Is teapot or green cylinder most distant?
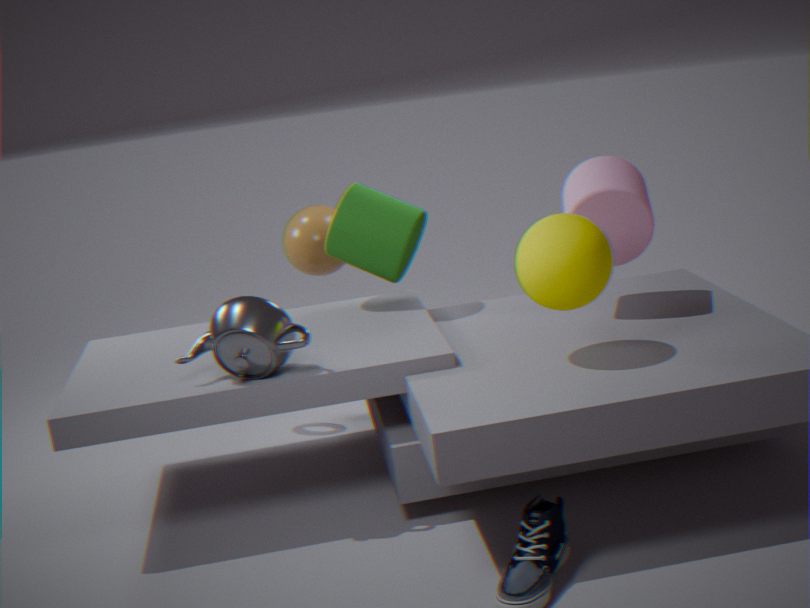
green cylinder
